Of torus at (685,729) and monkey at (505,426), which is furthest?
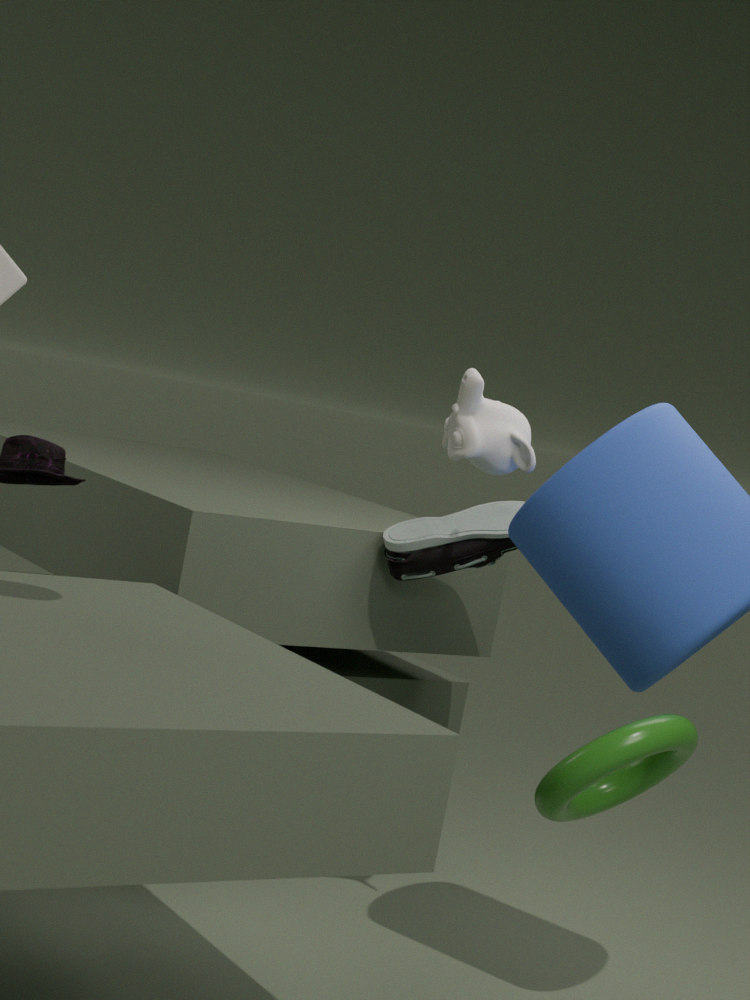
monkey at (505,426)
